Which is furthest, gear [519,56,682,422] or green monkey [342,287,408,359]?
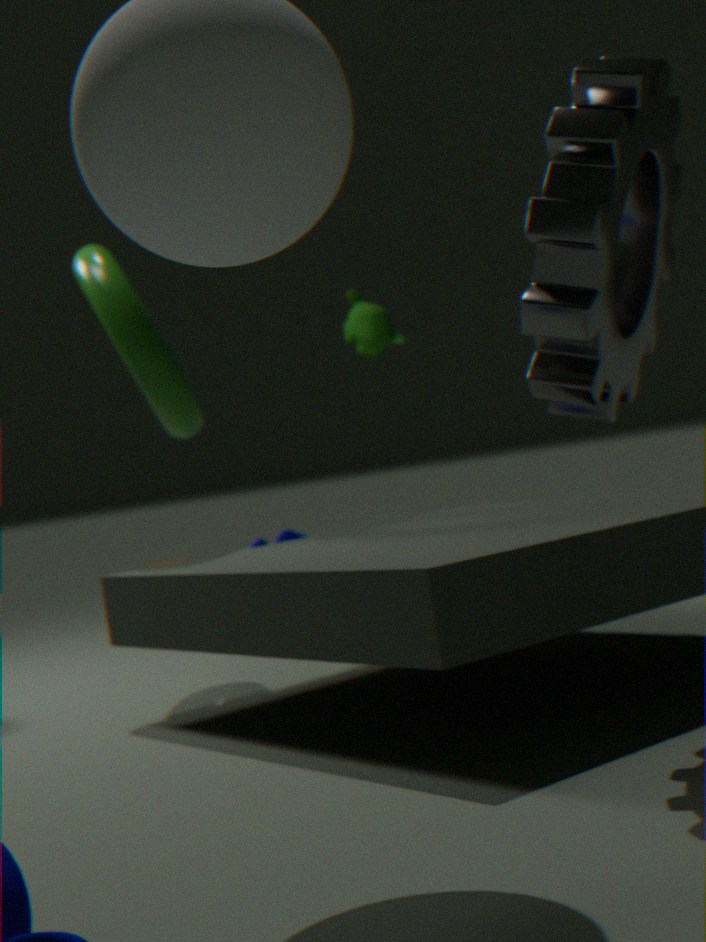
green monkey [342,287,408,359]
